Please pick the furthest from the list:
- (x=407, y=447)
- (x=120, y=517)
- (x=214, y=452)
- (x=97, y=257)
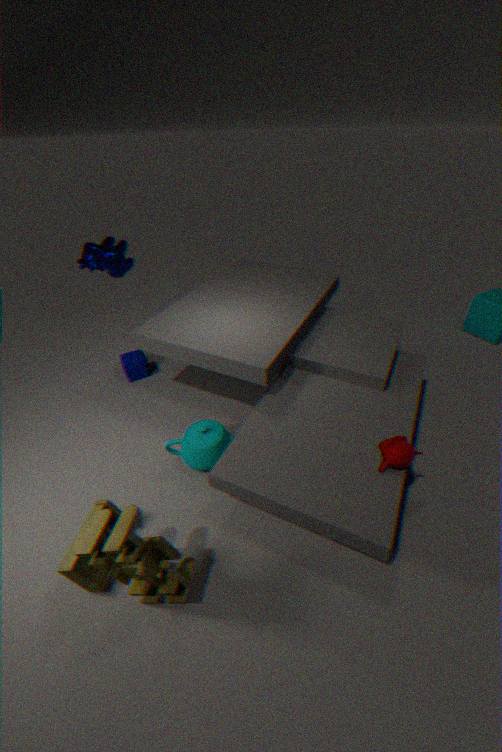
(x=97, y=257)
